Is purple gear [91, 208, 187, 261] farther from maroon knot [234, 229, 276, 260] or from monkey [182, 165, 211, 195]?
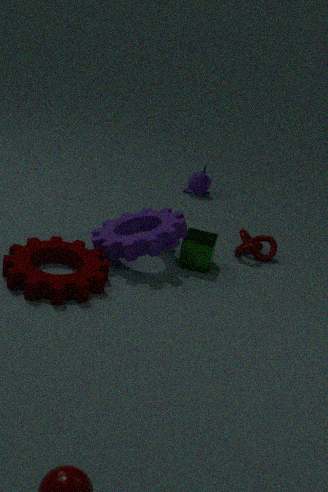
monkey [182, 165, 211, 195]
